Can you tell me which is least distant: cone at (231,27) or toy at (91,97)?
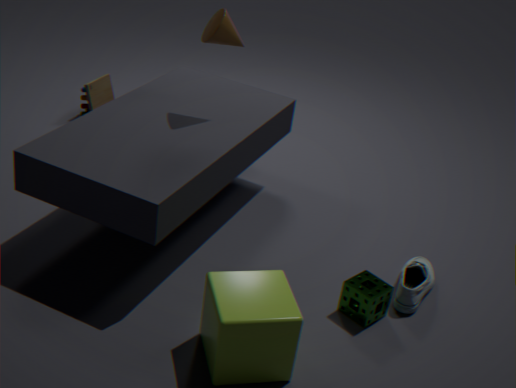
cone at (231,27)
